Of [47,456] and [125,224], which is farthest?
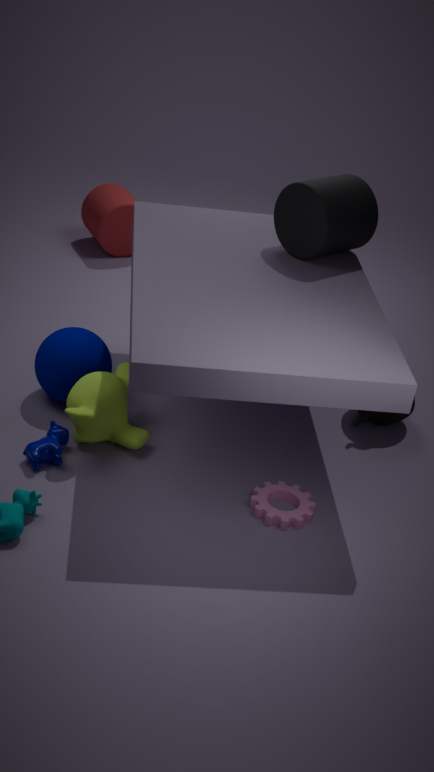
[125,224]
